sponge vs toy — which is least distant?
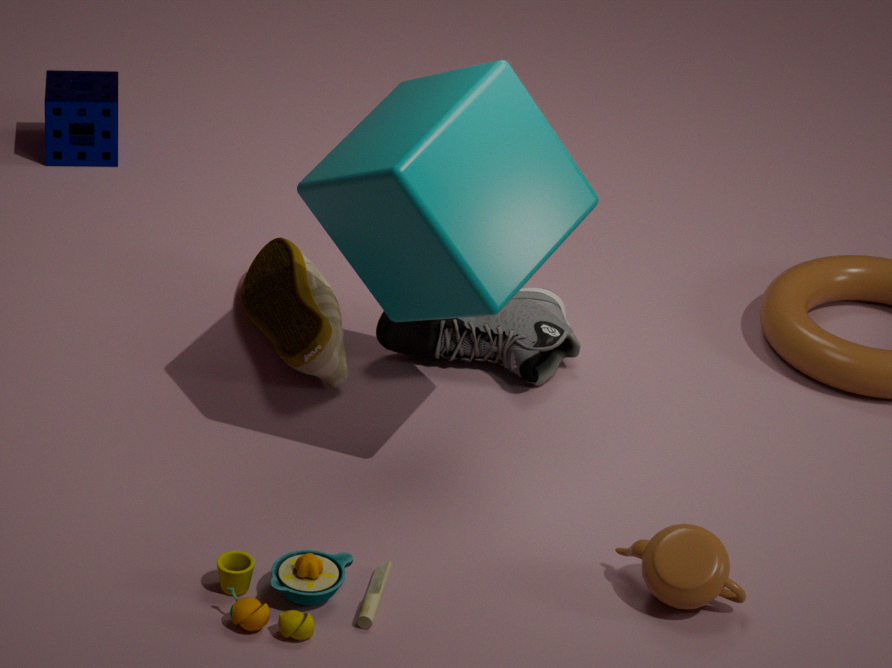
toy
